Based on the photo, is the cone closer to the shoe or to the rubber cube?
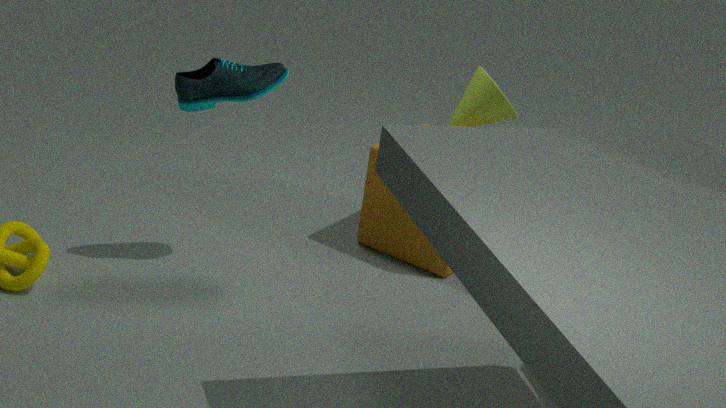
the rubber cube
